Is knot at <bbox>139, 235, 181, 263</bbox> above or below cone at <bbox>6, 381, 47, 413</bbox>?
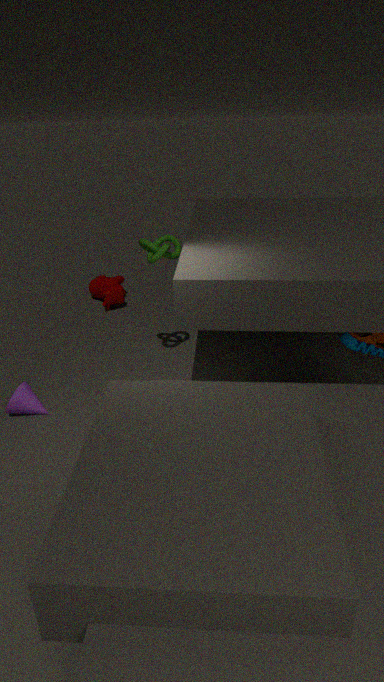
above
